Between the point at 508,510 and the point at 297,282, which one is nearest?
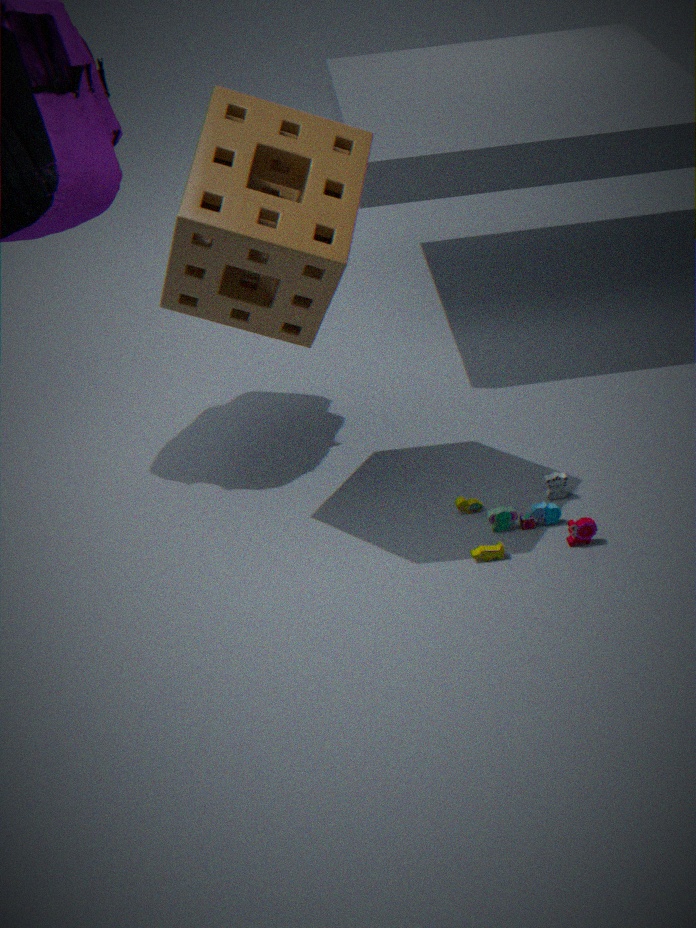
the point at 297,282
